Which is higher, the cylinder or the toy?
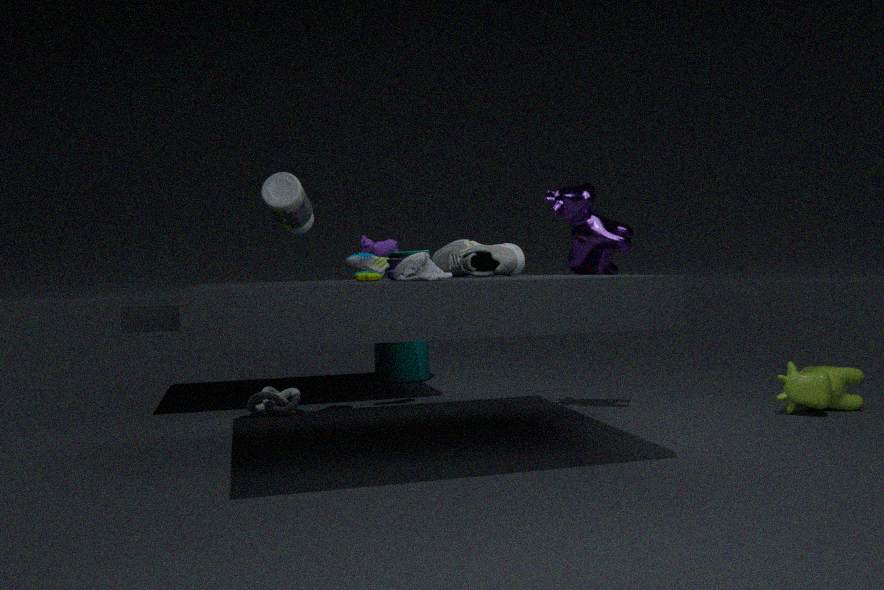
the toy
